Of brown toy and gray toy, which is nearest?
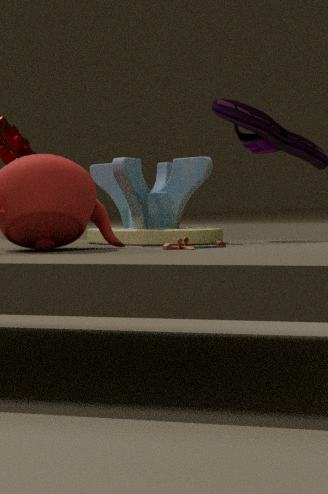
brown toy
